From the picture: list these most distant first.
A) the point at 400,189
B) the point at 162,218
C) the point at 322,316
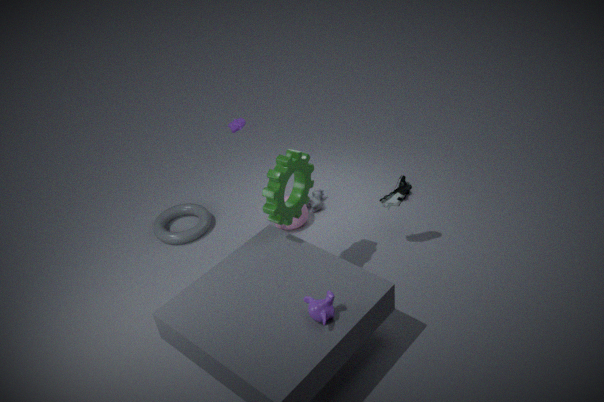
the point at 162,218
the point at 400,189
the point at 322,316
